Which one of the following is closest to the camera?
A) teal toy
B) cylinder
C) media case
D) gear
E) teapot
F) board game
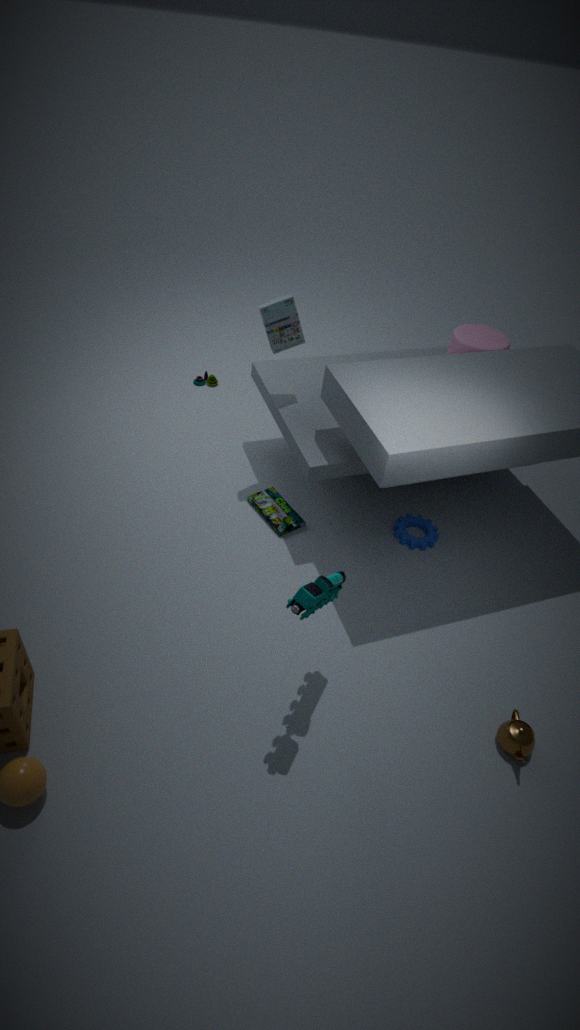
teal toy
